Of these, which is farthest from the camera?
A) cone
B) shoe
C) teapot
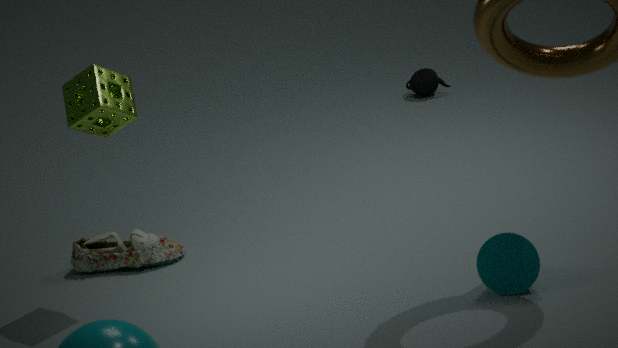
teapot
